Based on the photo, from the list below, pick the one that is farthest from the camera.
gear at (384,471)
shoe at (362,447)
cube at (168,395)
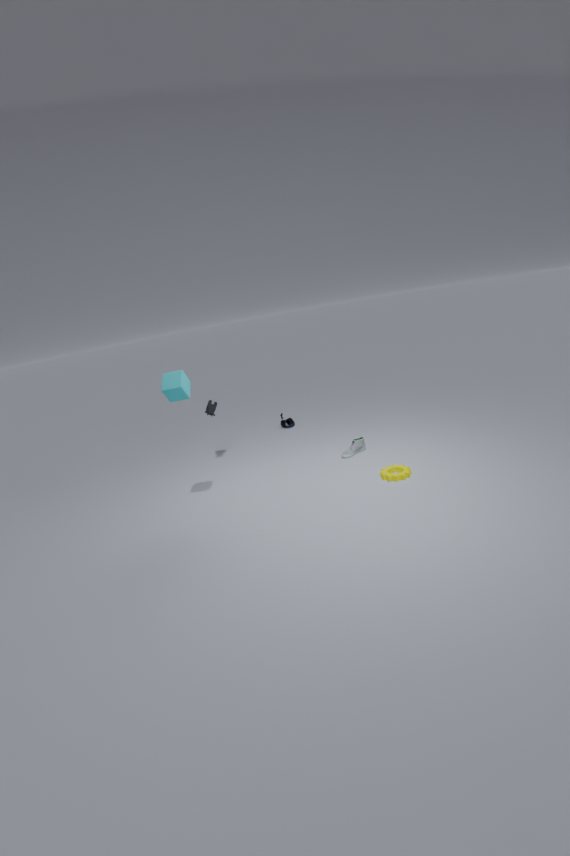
shoe at (362,447)
